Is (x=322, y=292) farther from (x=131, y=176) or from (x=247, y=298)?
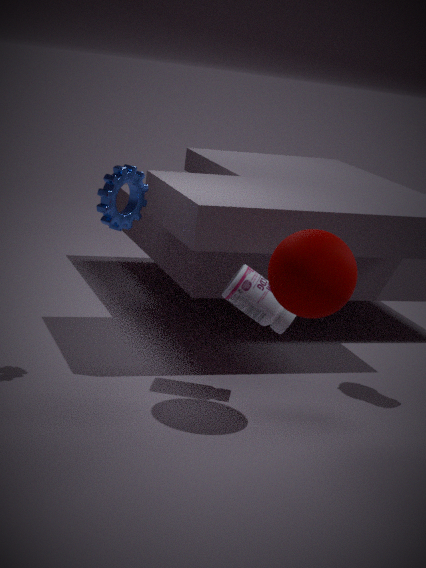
(x=131, y=176)
